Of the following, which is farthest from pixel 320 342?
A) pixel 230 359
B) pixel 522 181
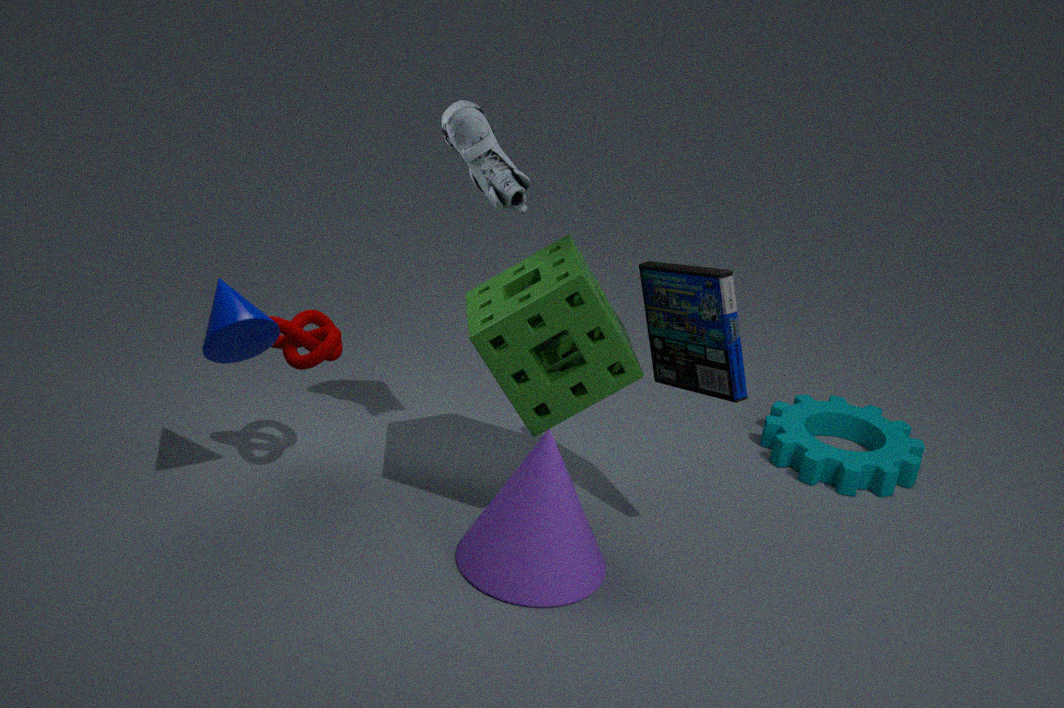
pixel 522 181
